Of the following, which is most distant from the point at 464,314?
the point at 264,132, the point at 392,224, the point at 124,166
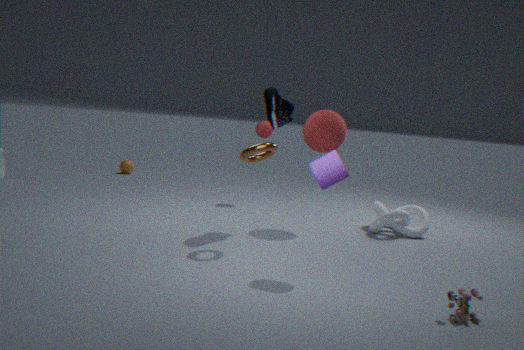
the point at 124,166
